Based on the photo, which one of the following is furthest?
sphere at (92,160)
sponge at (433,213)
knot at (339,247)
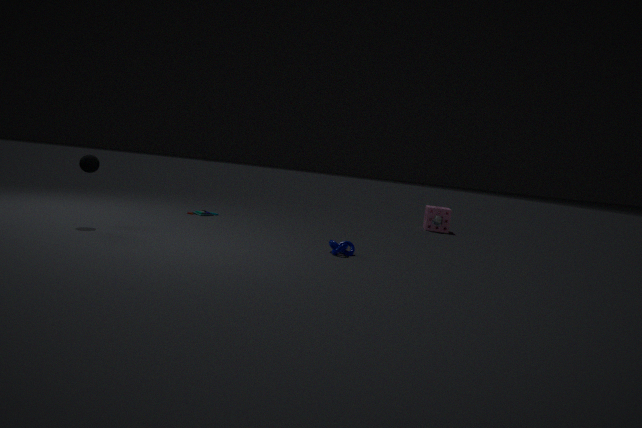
sponge at (433,213)
